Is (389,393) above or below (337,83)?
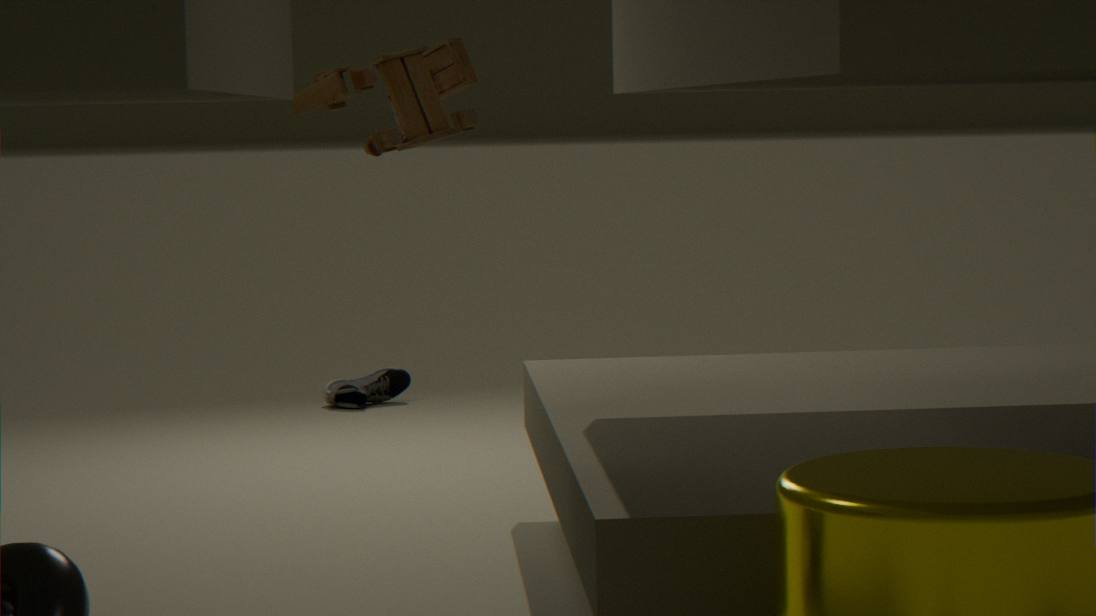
below
